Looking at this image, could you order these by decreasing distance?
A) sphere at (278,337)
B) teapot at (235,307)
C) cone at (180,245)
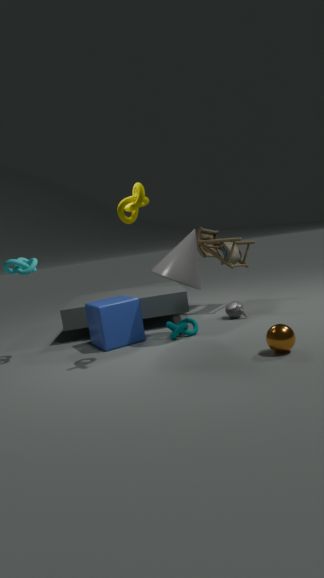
teapot at (235,307) → cone at (180,245) → sphere at (278,337)
